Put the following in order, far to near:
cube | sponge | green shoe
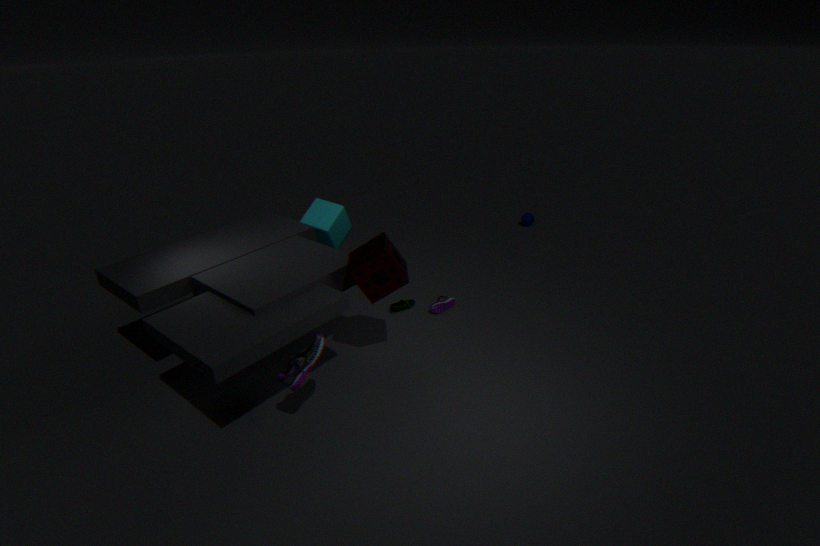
cube, green shoe, sponge
